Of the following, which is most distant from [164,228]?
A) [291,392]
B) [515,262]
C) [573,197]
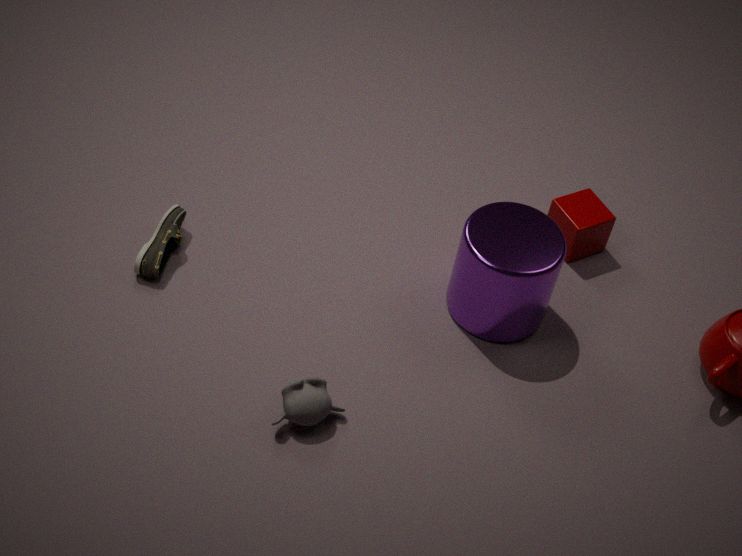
[573,197]
